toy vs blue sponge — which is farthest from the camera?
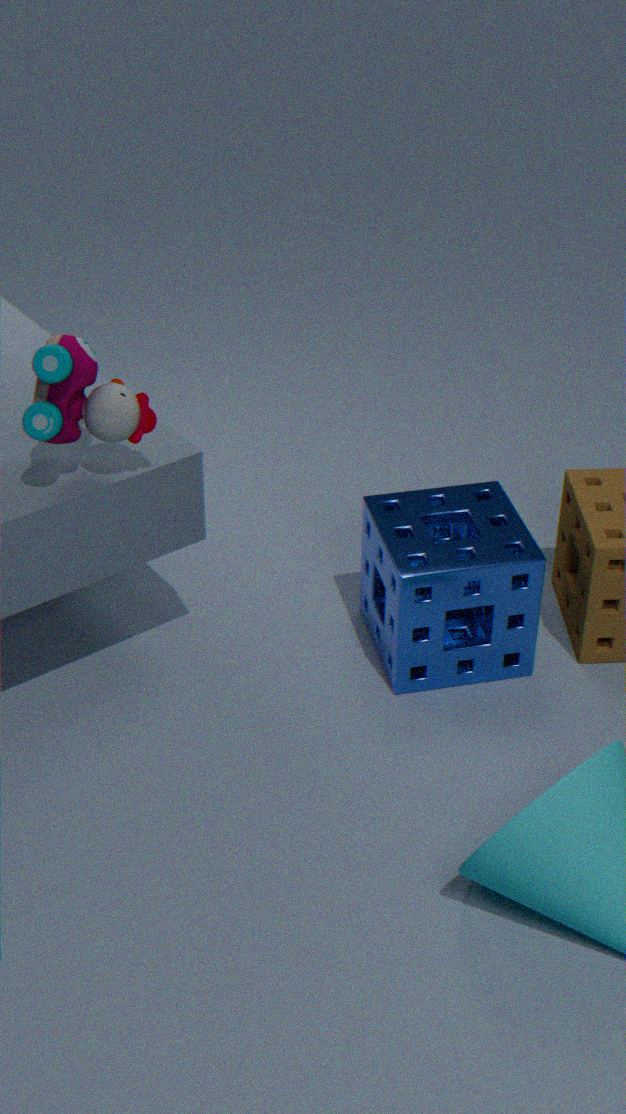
blue sponge
